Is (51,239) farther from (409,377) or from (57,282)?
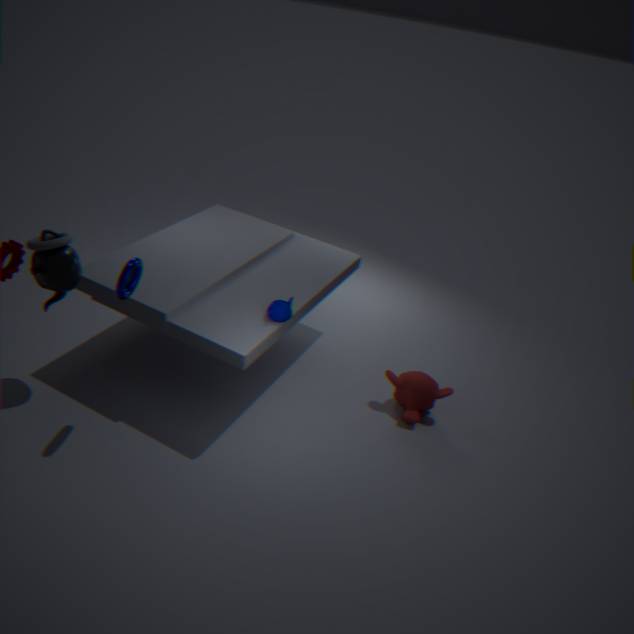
(409,377)
